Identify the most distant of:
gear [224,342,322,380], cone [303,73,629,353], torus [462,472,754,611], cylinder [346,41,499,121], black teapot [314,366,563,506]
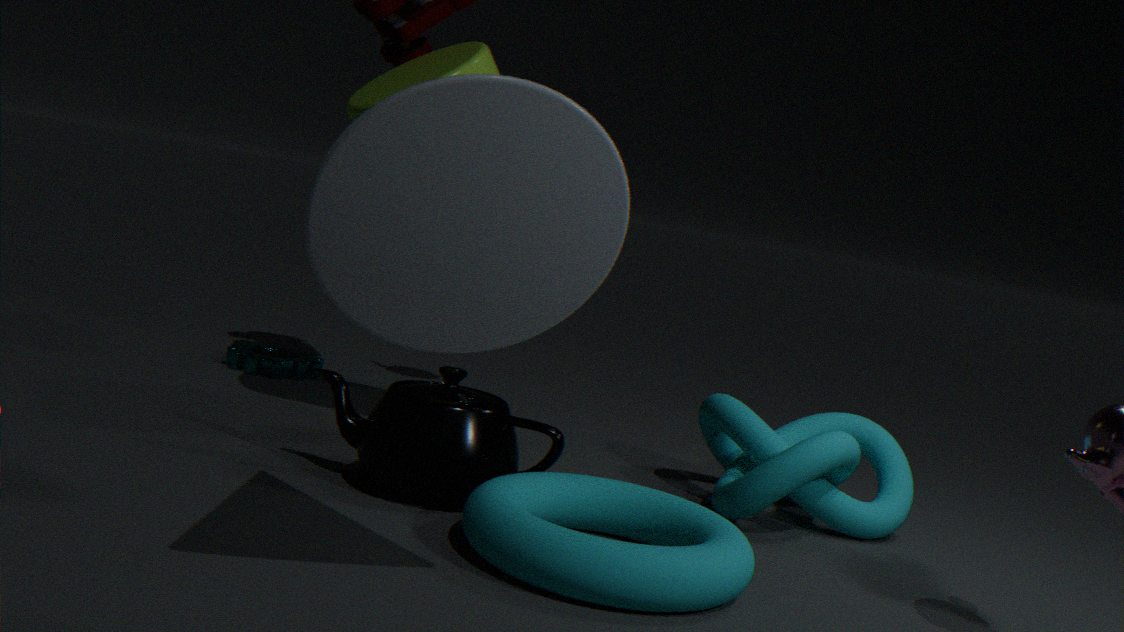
gear [224,342,322,380]
